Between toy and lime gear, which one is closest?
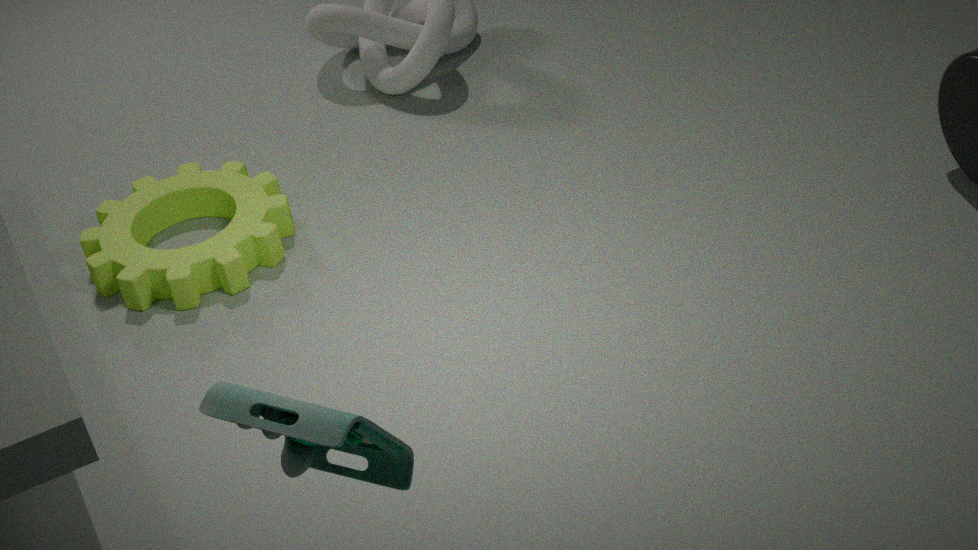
toy
